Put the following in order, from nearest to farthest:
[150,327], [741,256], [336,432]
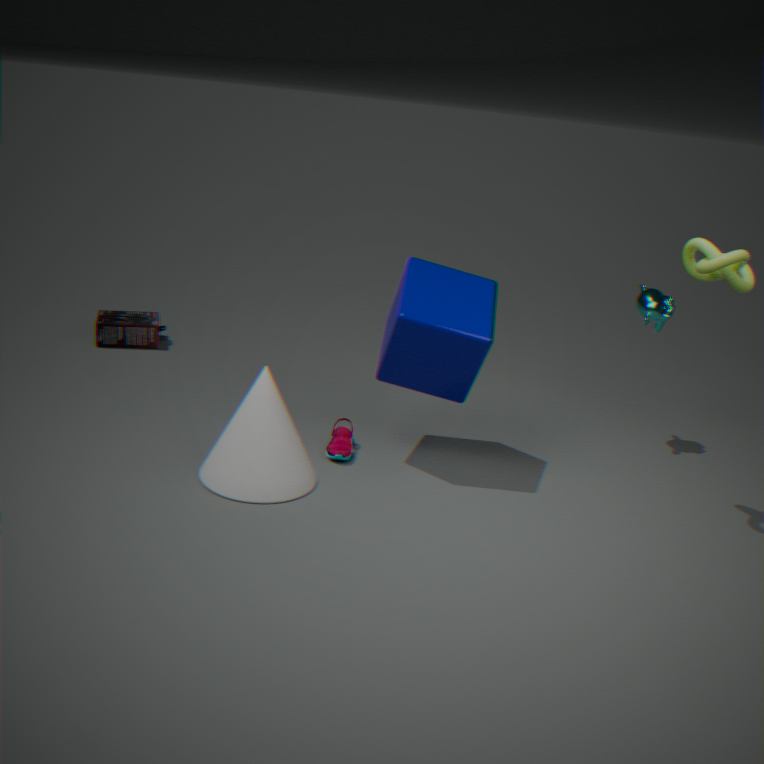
[741,256], [336,432], [150,327]
